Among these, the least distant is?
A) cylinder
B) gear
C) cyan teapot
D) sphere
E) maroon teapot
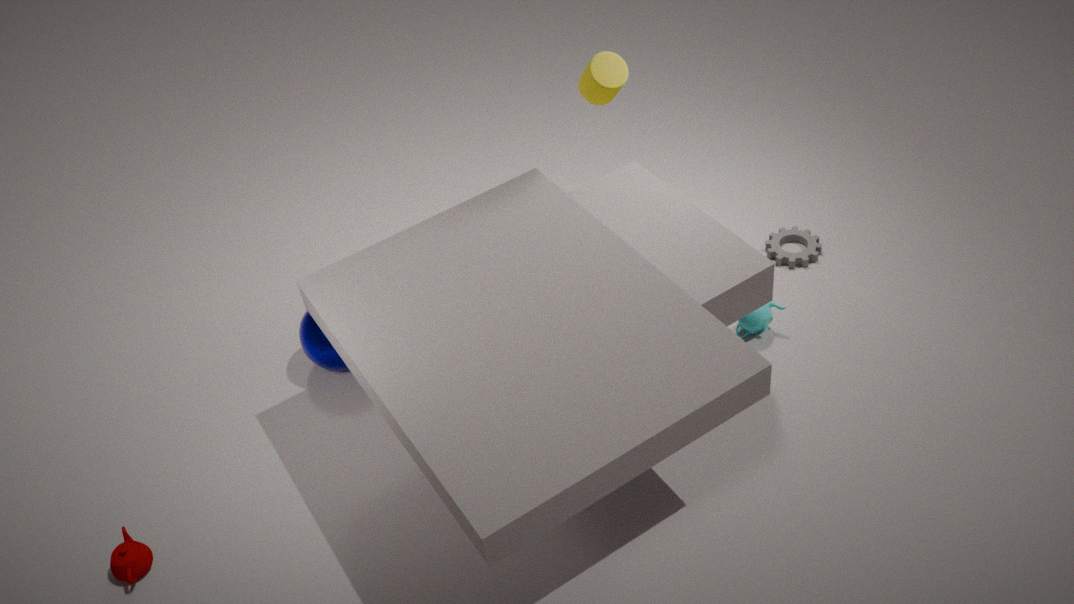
maroon teapot
